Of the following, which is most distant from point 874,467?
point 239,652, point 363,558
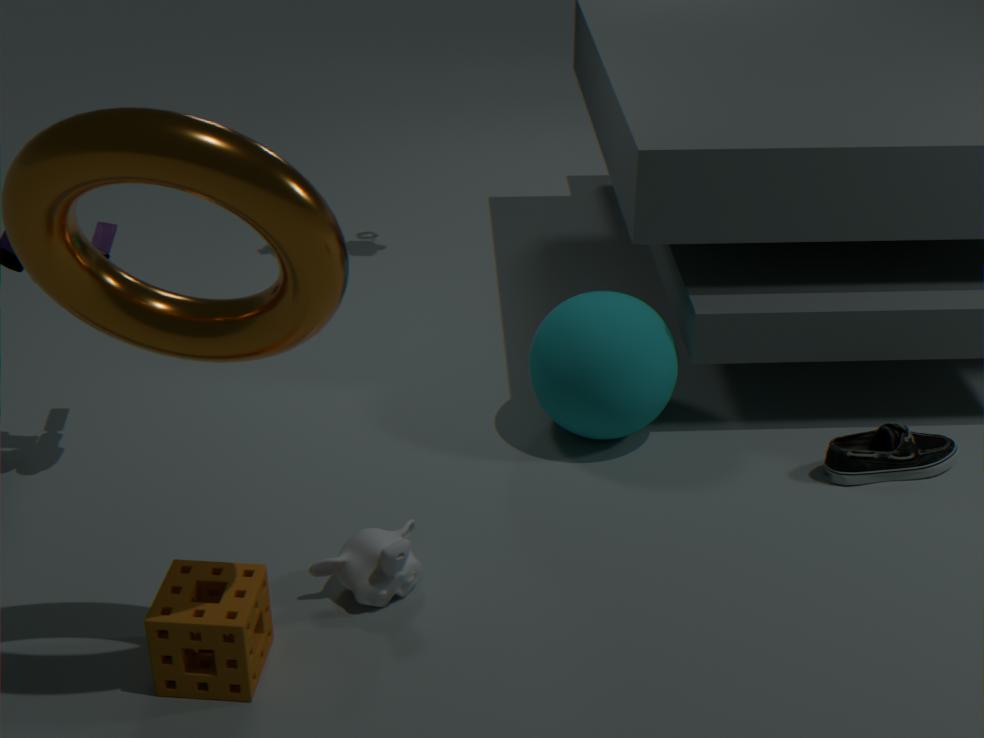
point 239,652
